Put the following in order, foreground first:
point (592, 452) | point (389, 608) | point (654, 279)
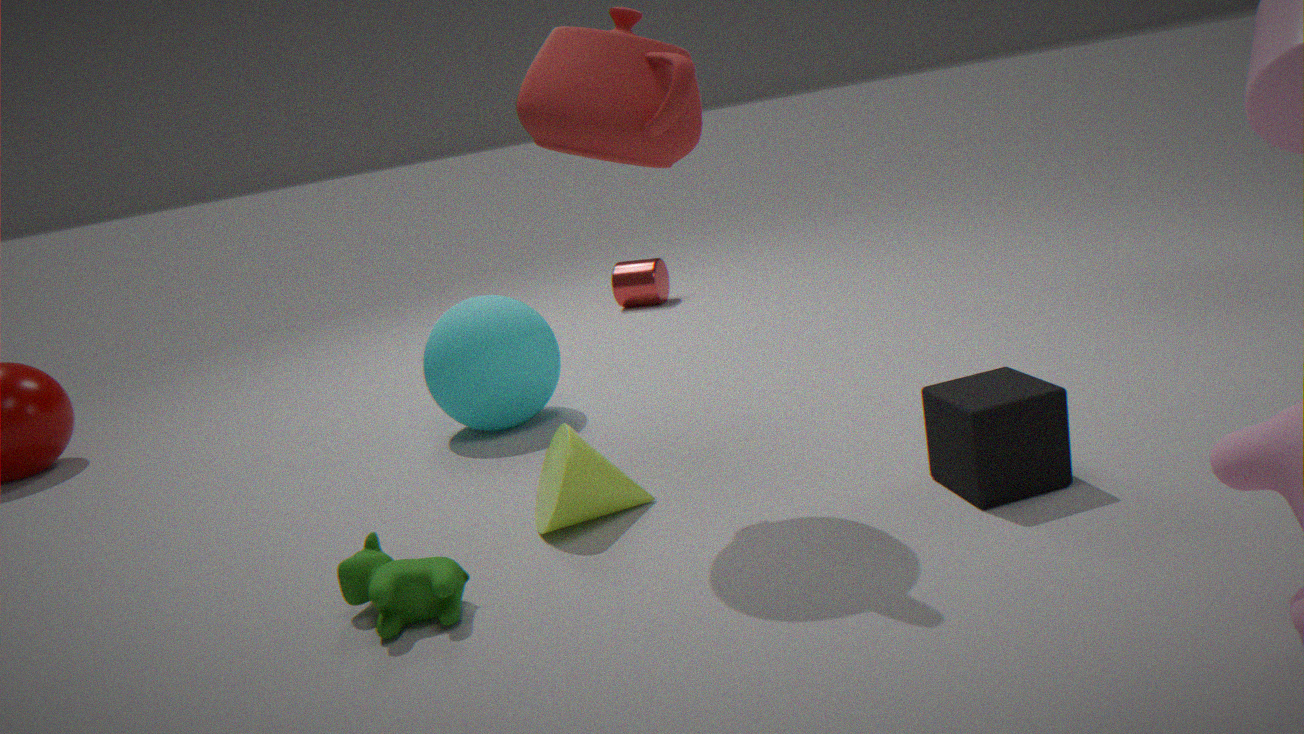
point (389, 608)
point (592, 452)
point (654, 279)
